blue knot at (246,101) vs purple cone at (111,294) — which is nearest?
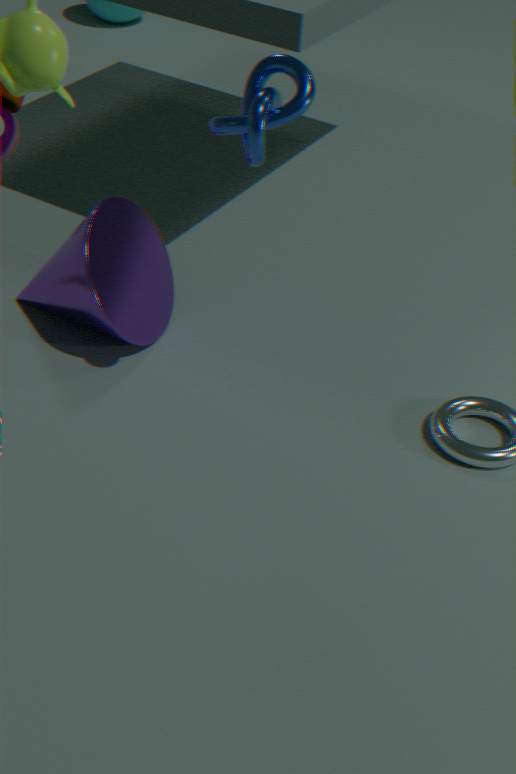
blue knot at (246,101)
